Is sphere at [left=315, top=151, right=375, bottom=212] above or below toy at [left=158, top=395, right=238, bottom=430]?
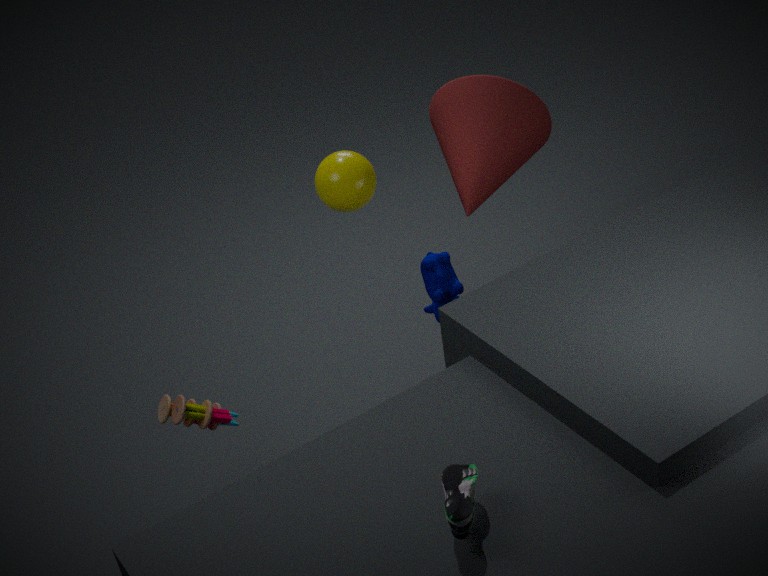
above
